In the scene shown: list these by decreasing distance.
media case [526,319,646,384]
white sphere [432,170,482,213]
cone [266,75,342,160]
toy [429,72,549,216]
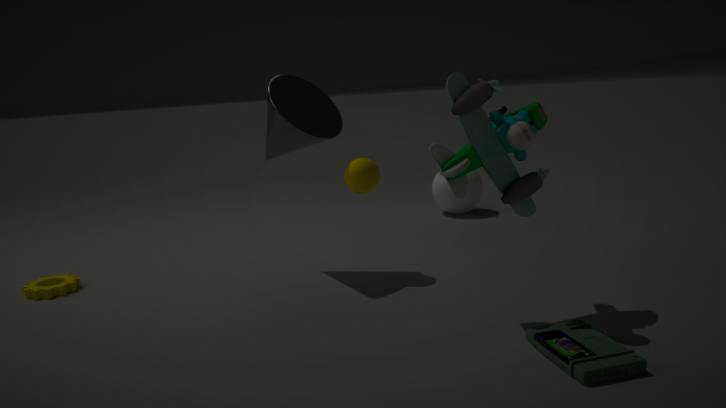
white sphere [432,170,482,213] → cone [266,75,342,160] → toy [429,72,549,216] → media case [526,319,646,384]
